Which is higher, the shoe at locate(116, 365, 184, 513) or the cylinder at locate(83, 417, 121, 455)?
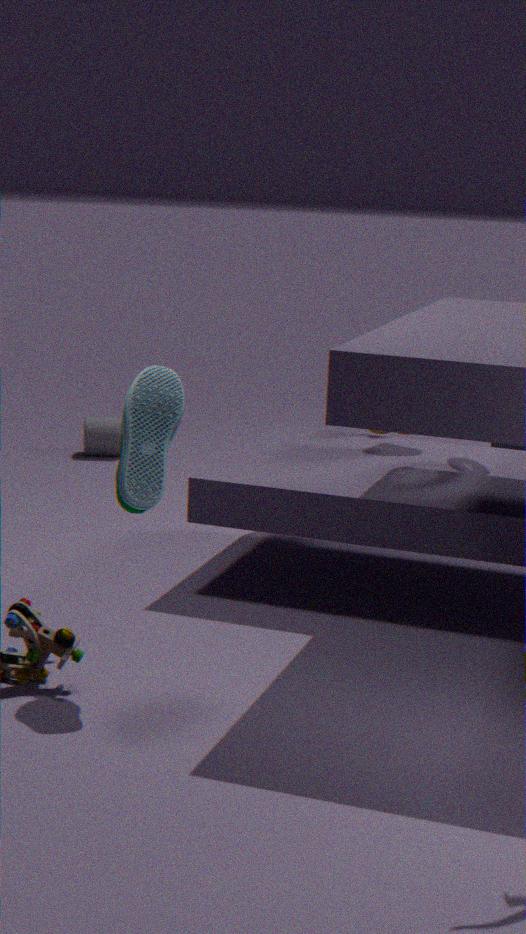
the shoe at locate(116, 365, 184, 513)
